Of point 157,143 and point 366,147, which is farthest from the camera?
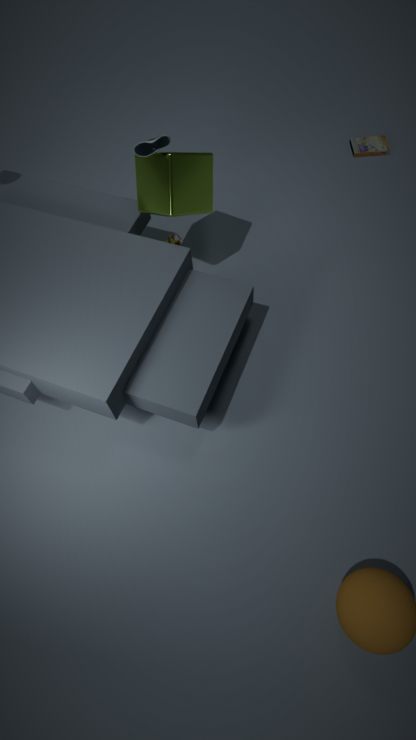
point 366,147
